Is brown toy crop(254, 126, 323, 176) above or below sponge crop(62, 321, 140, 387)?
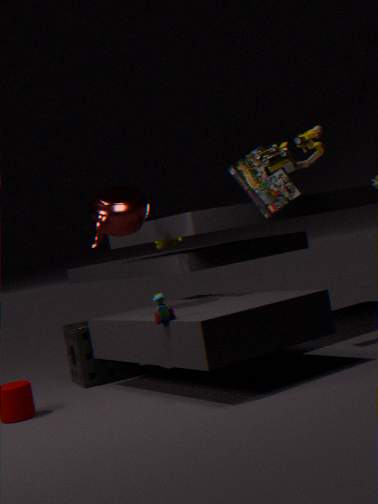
above
